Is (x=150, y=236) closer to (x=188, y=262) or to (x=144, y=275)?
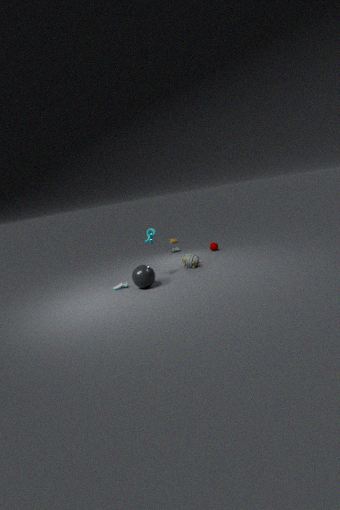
(x=144, y=275)
